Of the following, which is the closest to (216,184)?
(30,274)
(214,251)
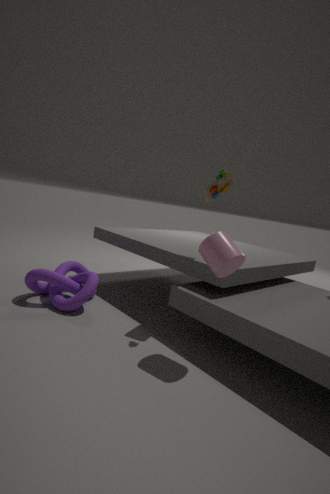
(214,251)
